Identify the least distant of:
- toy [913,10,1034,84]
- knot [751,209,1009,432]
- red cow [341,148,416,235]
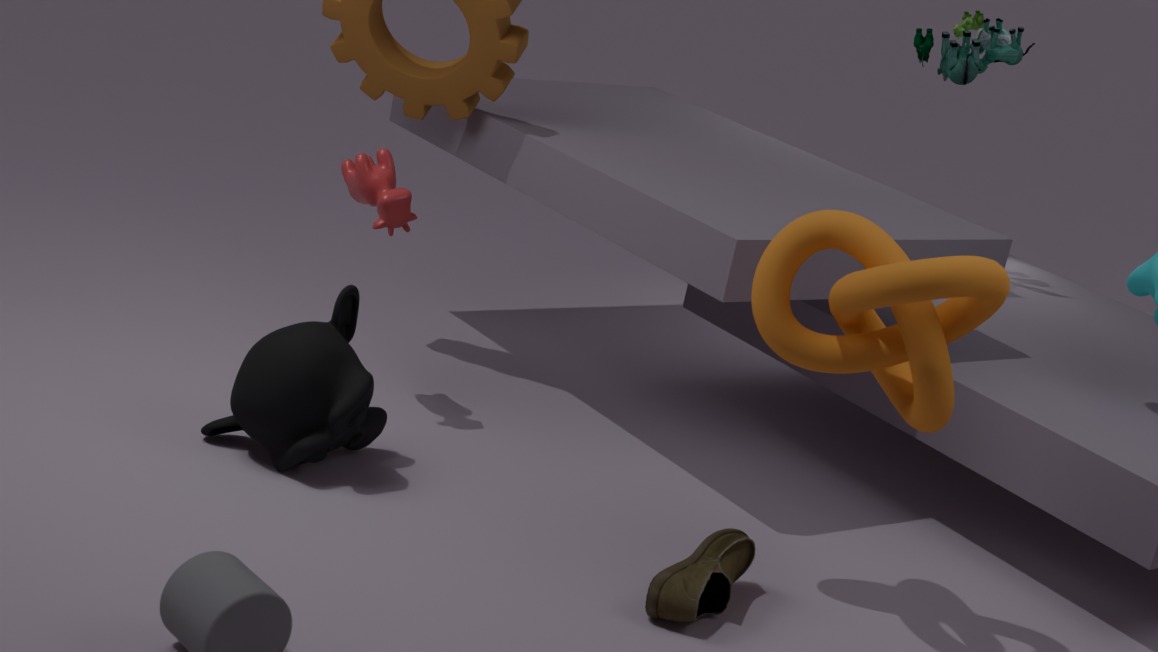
knot [751,209,1009,432]
